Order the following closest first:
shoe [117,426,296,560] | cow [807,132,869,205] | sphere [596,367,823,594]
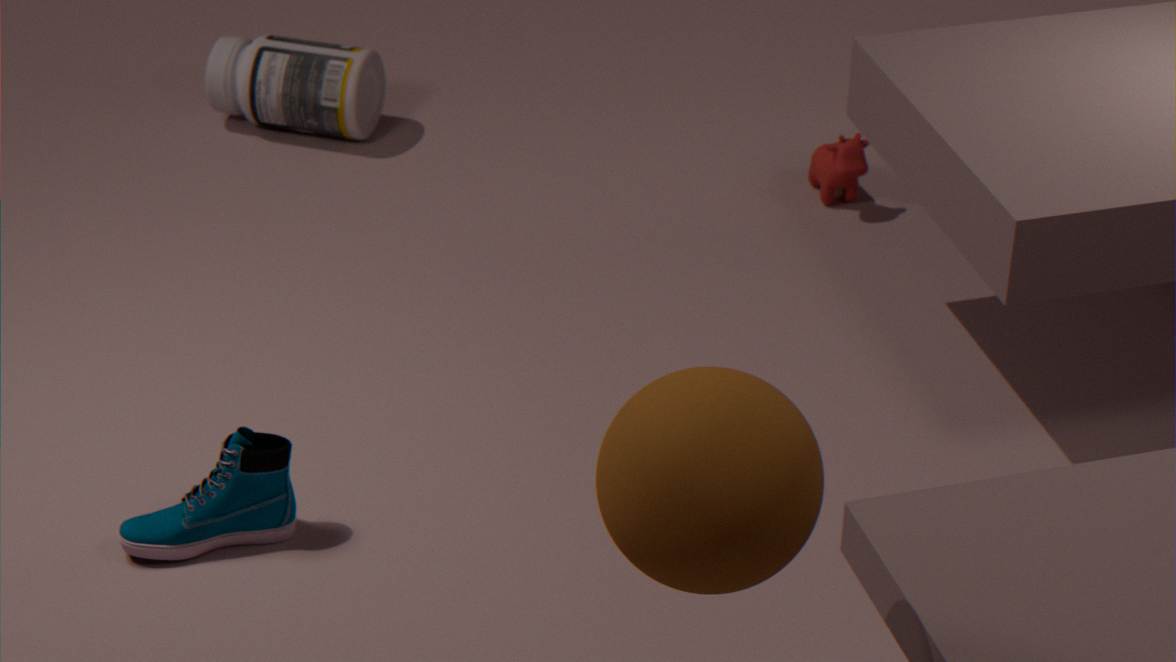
1. sphere [596,367,823,594]
2. shoe [117,426,296,560]
3. cow [807,132,869,205]
